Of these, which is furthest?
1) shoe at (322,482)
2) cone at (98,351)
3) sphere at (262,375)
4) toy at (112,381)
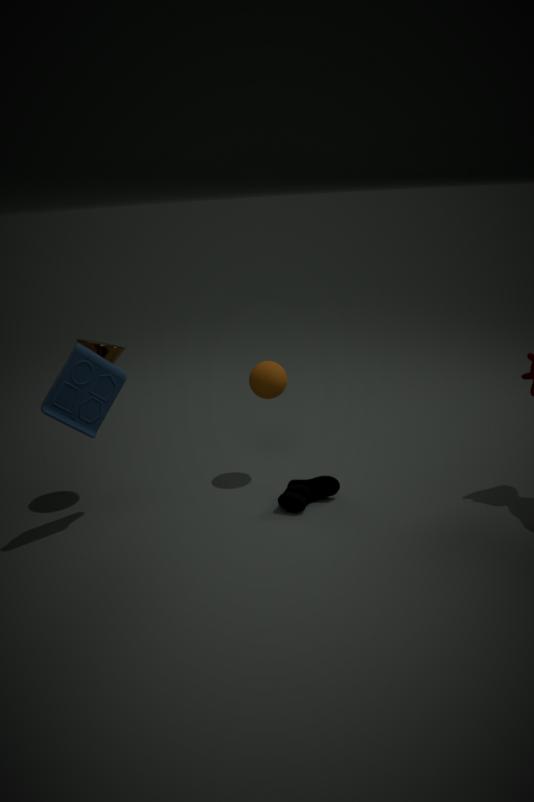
3. sphere at (262,375)
